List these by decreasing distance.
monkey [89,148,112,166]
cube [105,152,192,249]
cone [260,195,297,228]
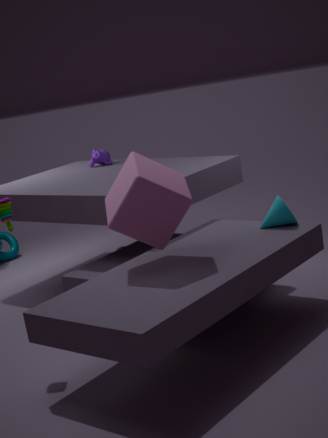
Result: monkey [89,148,112,166]
cone [260,195,297,228]
cube [105,152,192,249]
